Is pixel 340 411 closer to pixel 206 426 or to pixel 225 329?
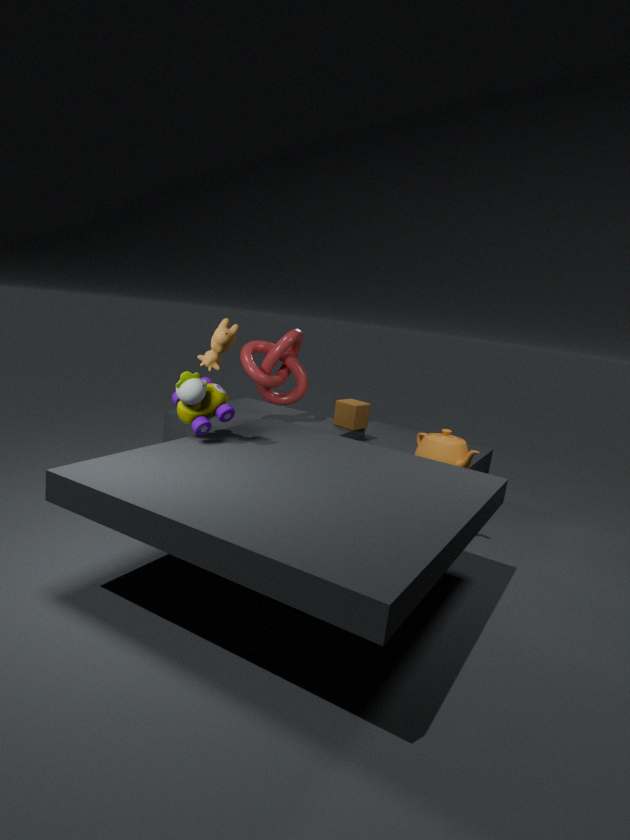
pixel 206 426
